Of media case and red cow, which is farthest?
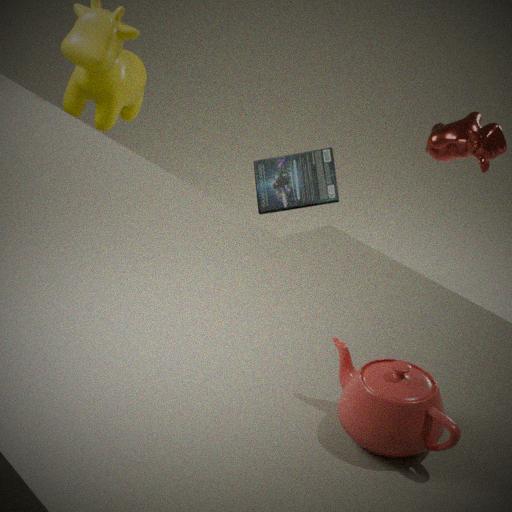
media case
